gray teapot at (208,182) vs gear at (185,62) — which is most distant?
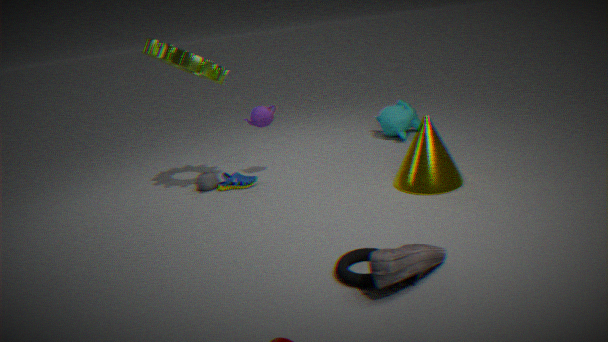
gray teapot at (208,182)
